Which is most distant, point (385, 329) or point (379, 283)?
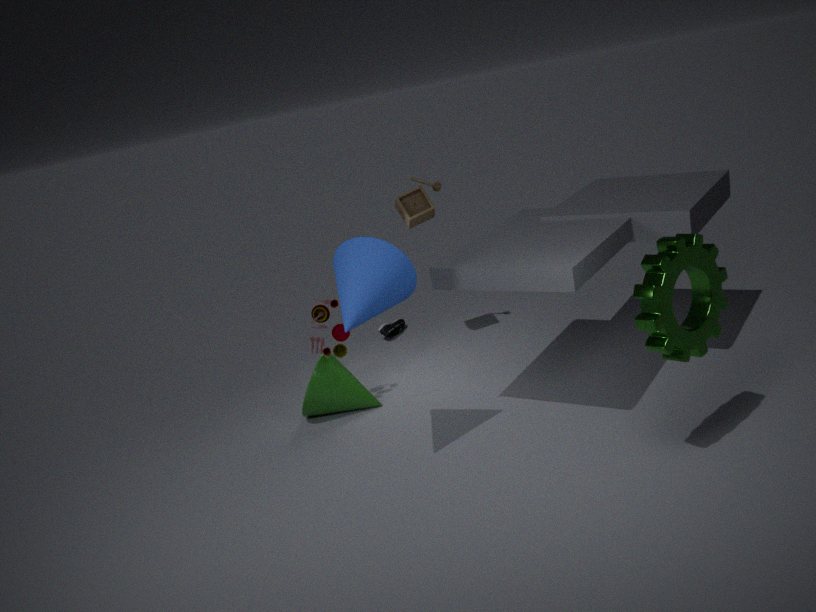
point (385, 329)
